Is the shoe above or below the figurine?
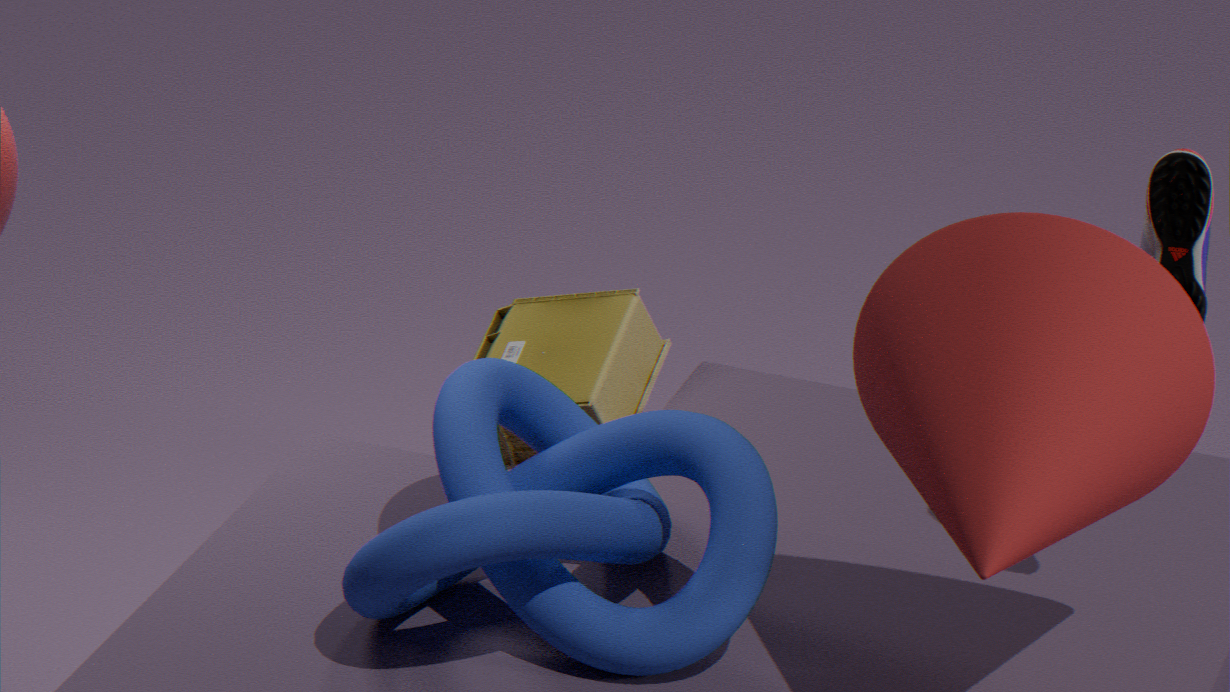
above
